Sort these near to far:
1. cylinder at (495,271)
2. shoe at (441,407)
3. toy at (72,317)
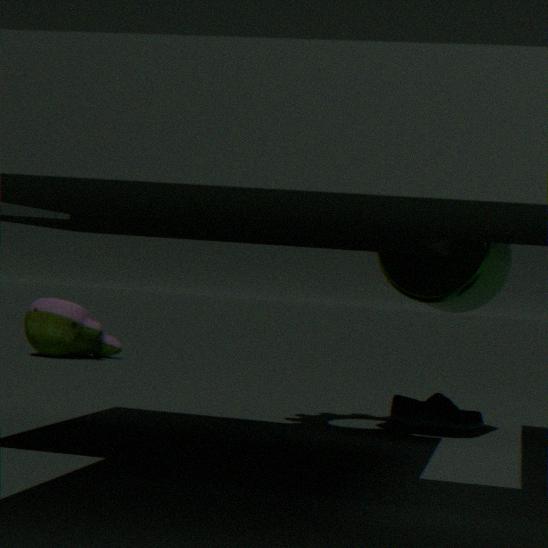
cylinder at (495,271) < shoe at (441,407) < toy at (72,317)
